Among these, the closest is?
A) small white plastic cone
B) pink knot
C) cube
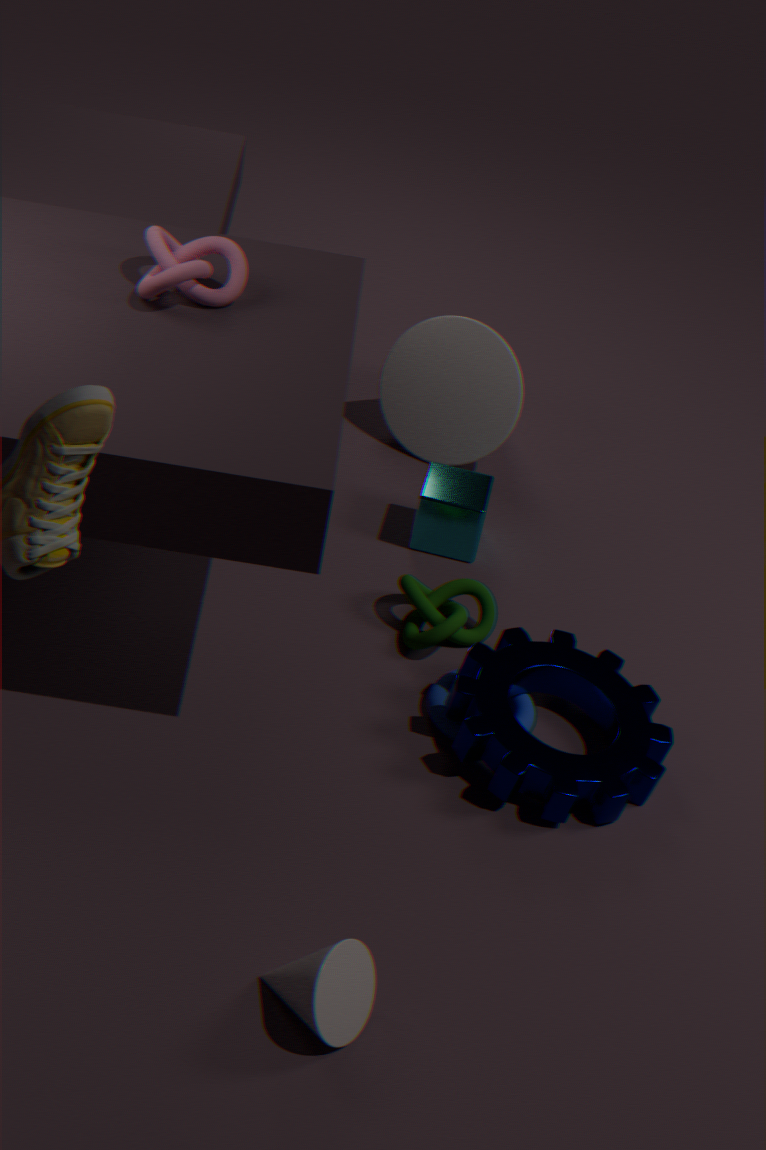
small white plastic cone
